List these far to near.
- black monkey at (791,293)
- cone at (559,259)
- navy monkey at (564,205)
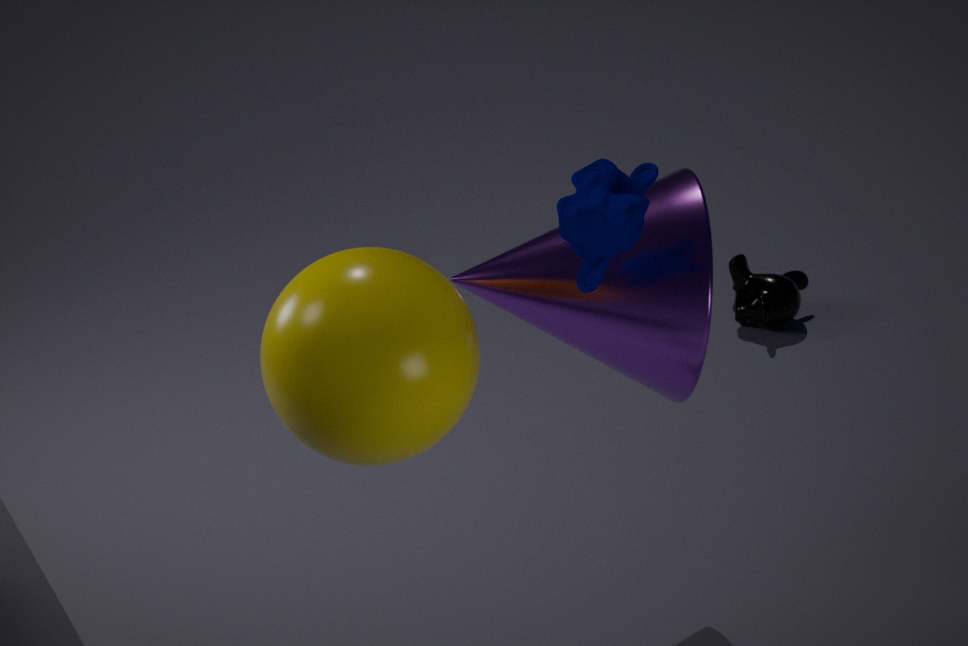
black monkey at (791,293) < cone at (559,259) < navy monkey at (564,205)
